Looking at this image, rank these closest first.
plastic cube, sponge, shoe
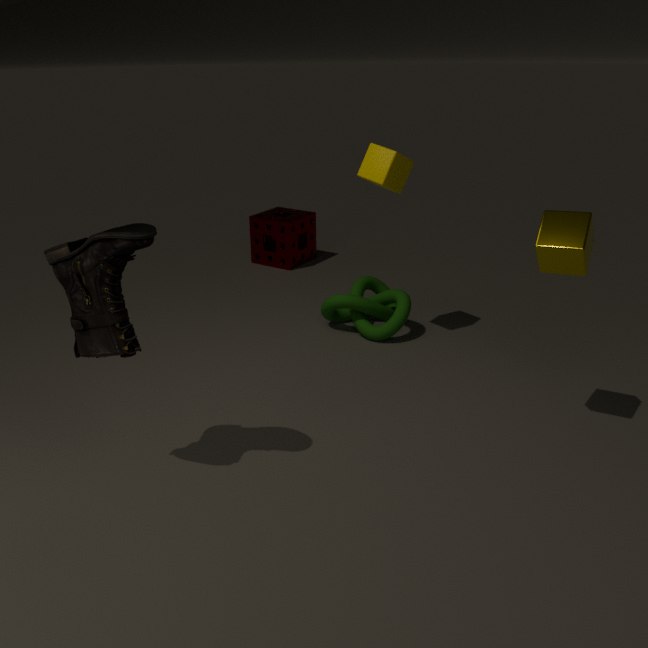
1. shoe
2. plastic cube
3. sponge
